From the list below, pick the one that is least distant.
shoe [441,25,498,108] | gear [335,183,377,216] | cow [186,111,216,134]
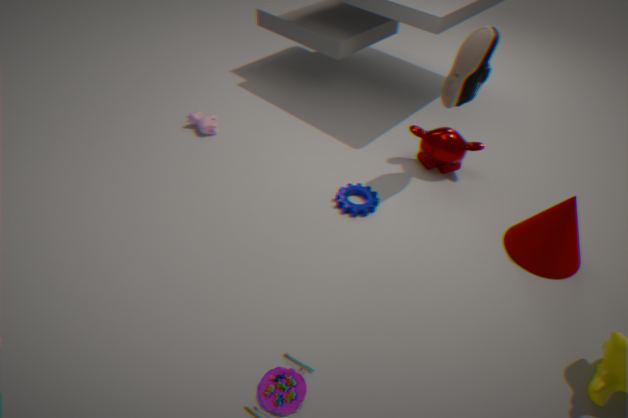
shoe [441,25,498,108]
